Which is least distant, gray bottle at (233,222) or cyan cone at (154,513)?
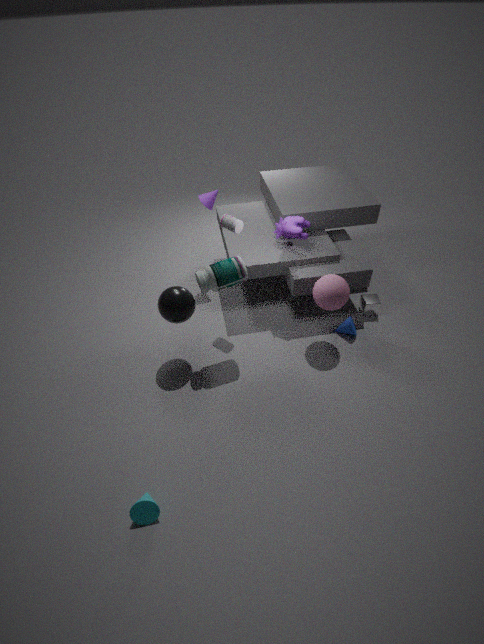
cyan cone at (154,513)
